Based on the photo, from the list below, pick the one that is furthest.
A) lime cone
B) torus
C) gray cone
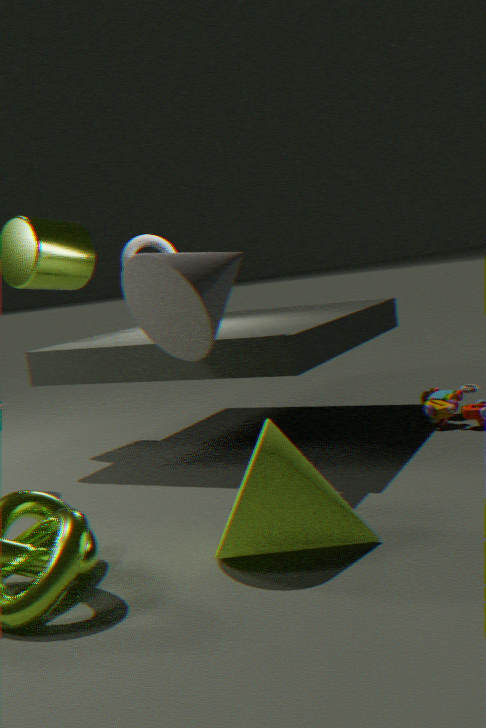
torus
